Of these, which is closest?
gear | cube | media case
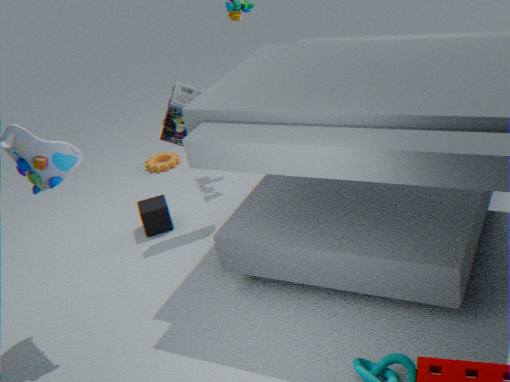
media case
